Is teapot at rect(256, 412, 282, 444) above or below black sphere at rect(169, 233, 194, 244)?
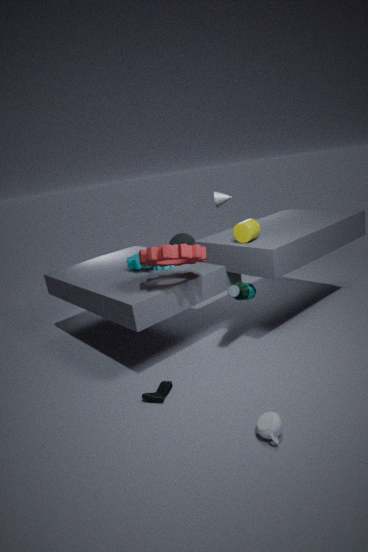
below
